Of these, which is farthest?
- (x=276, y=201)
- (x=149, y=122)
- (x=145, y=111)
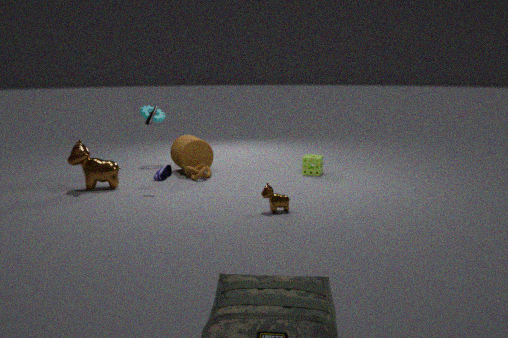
(x=145, y=111)
